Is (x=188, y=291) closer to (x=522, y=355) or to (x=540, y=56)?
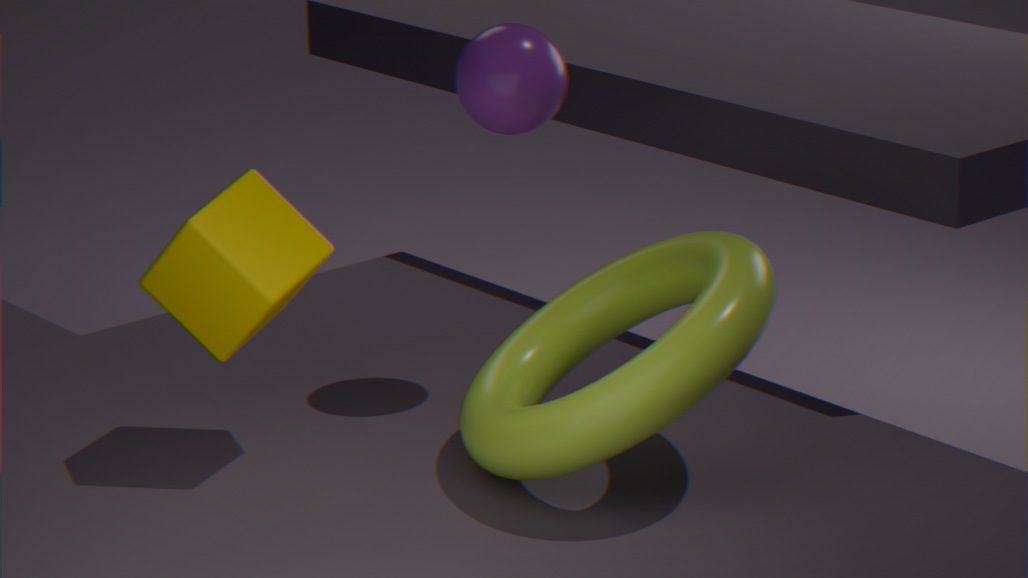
(x=540, y=56)
